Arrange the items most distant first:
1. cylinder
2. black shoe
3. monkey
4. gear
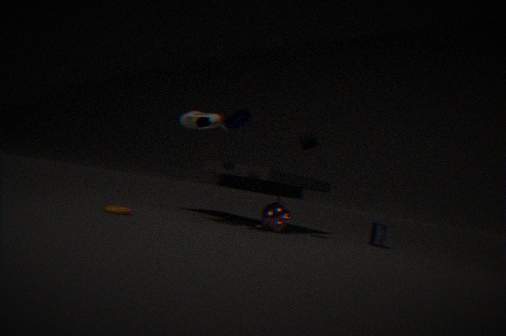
monkey
cylinder
black shoe
gear
